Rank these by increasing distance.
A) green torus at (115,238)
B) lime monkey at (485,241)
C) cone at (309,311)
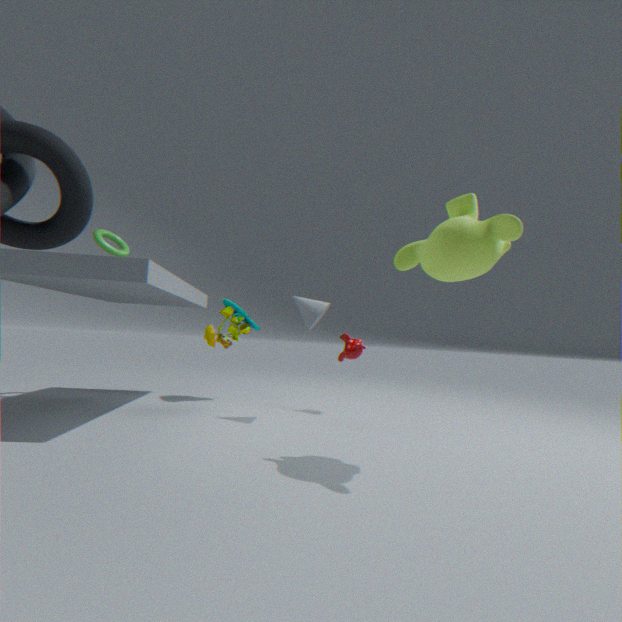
lime monkey at (485,241) < cone at (309,311) < green torus at (115,238)
